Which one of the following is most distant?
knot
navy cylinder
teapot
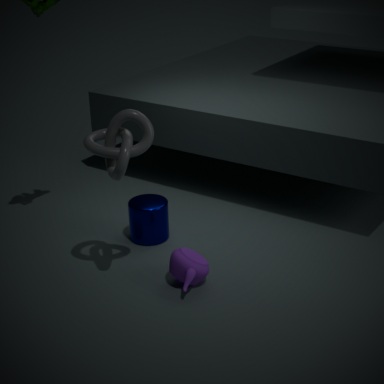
navy cylinder
